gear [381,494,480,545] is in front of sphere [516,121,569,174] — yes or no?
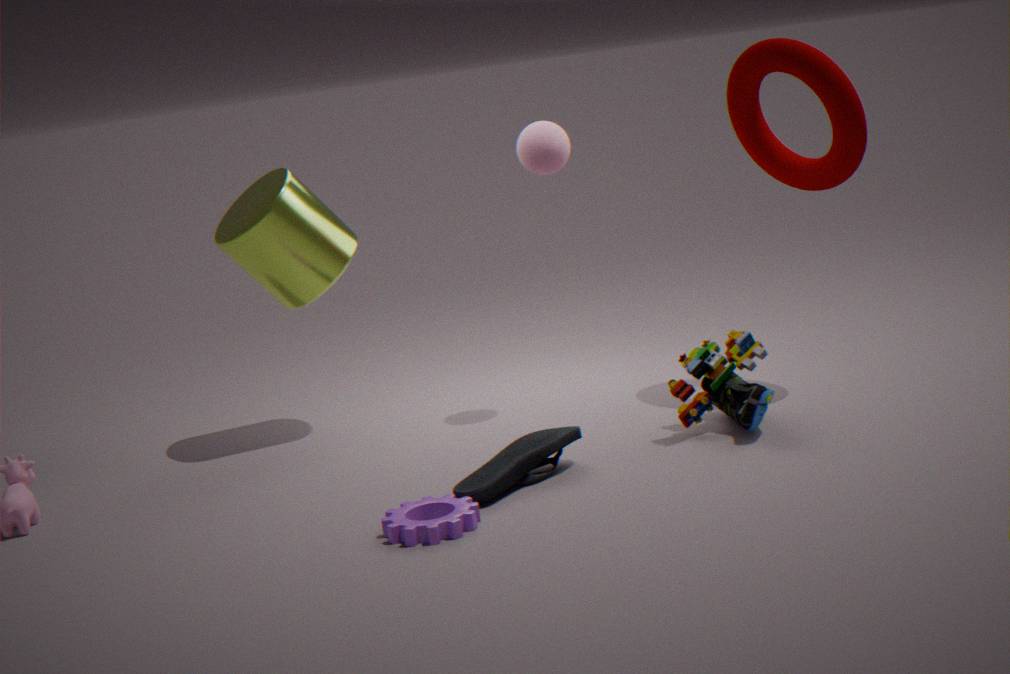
Yes
